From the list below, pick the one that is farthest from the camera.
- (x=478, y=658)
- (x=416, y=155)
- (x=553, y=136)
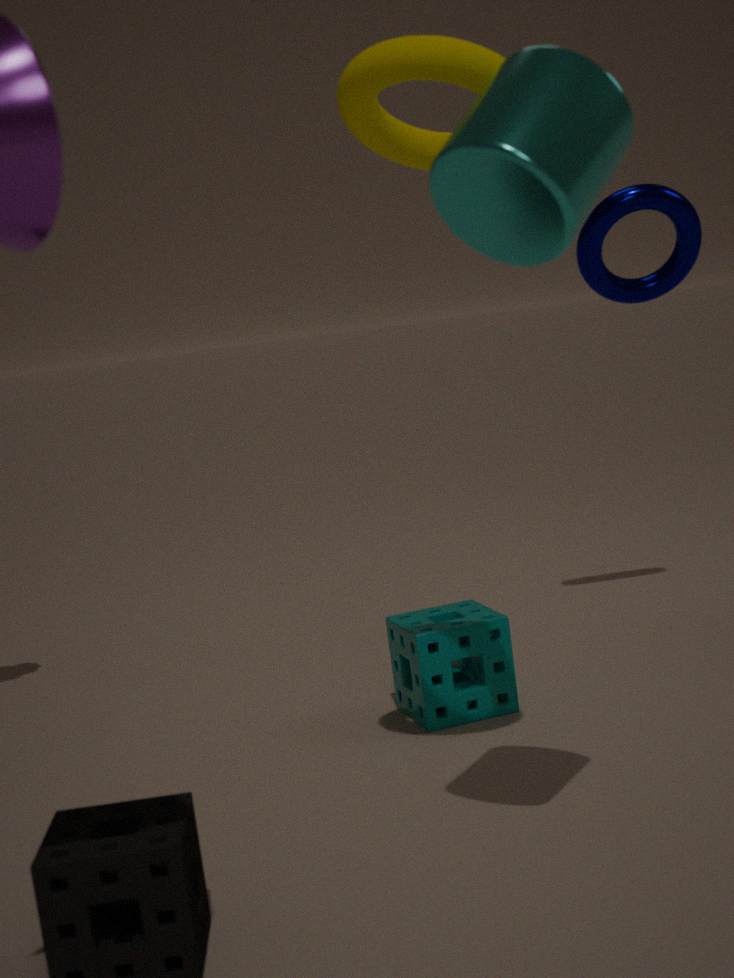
(x=478, y=658)
